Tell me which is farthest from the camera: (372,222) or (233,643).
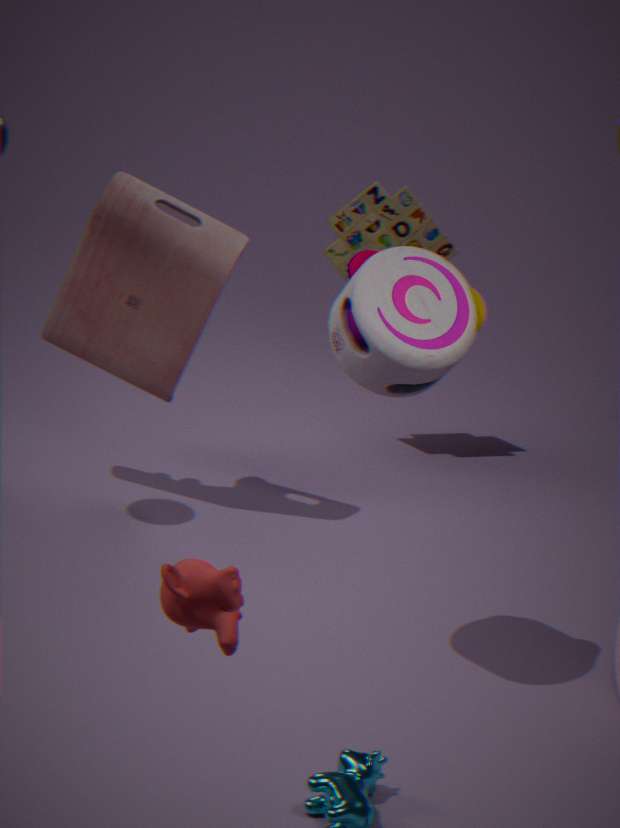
(372,222)
